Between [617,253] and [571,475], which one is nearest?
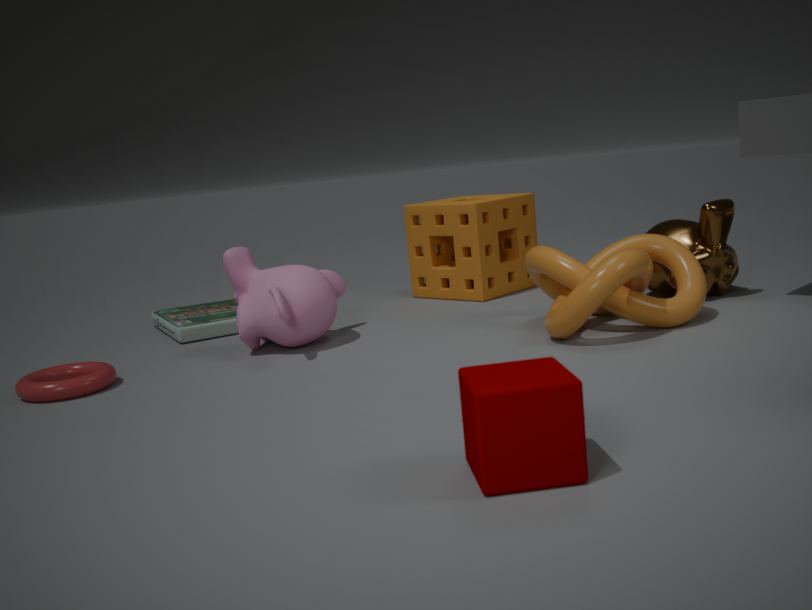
[571,475]
